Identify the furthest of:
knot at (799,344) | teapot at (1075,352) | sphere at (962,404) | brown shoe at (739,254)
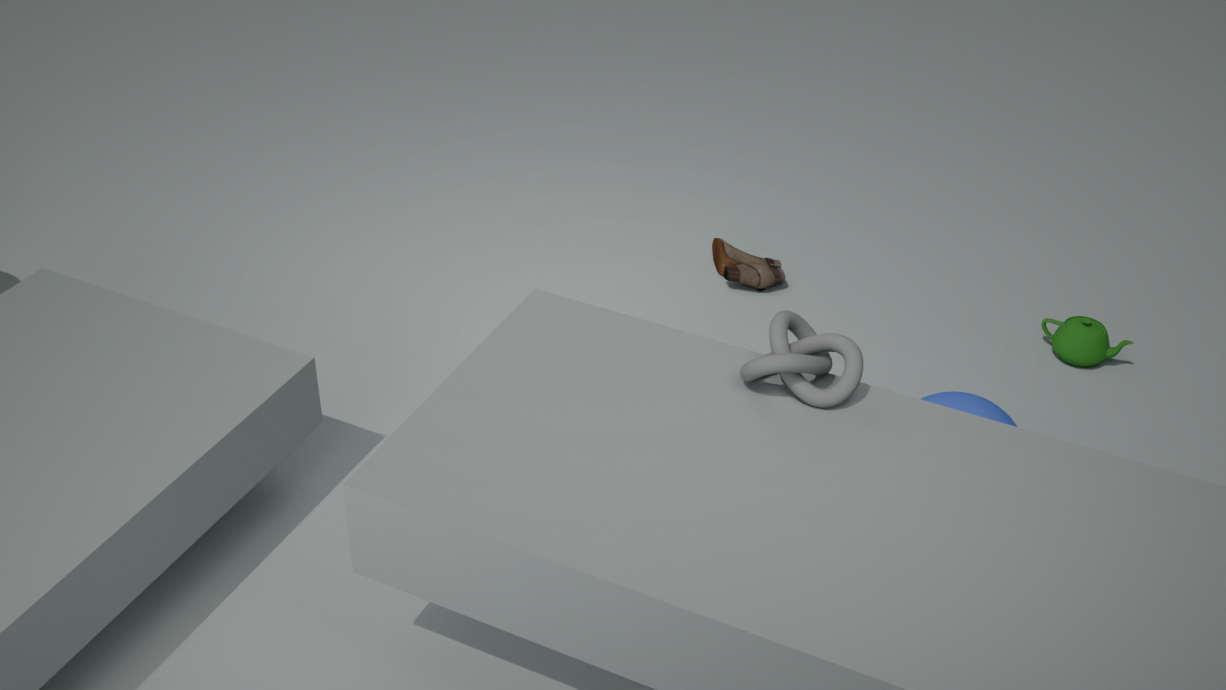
brown shoe at (739,254)
